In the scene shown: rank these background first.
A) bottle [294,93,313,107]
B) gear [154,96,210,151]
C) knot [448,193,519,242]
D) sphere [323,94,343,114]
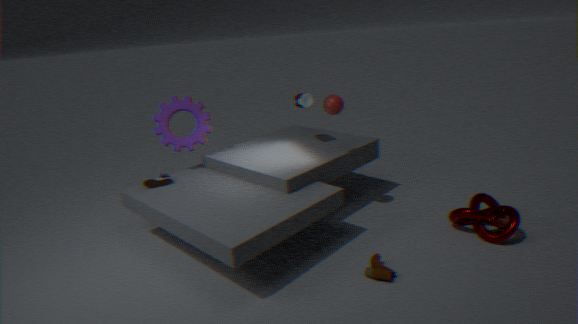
bottle [294,93,313,107]
gear [154,96,210,151]
sphere [323,94,343,114]
knot [448,193,519,242]
